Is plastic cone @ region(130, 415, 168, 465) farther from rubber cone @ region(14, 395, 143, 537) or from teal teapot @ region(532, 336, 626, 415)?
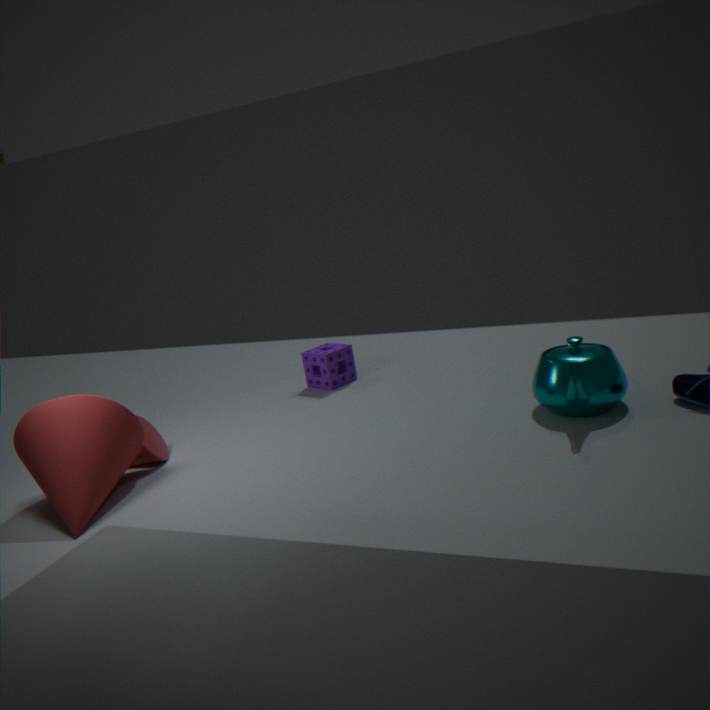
teal teapot @ region(532, 336, 626, 415)
